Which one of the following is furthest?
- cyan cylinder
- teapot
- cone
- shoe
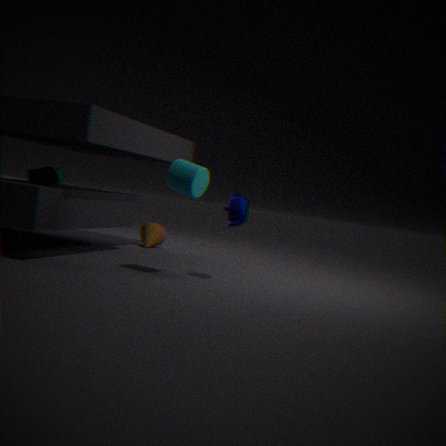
cone
